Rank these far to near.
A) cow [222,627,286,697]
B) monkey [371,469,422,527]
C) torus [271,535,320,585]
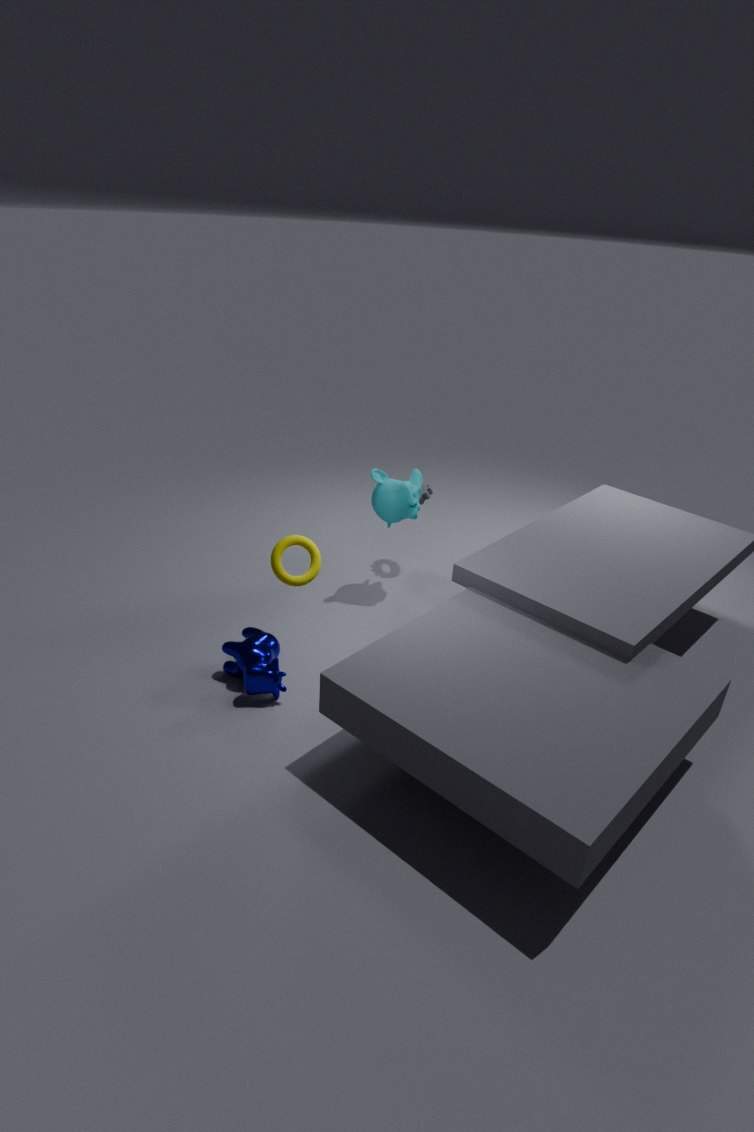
monkey [371,469,422,527]
cow [222,627,286,697]
torus [271,535,320,585]
